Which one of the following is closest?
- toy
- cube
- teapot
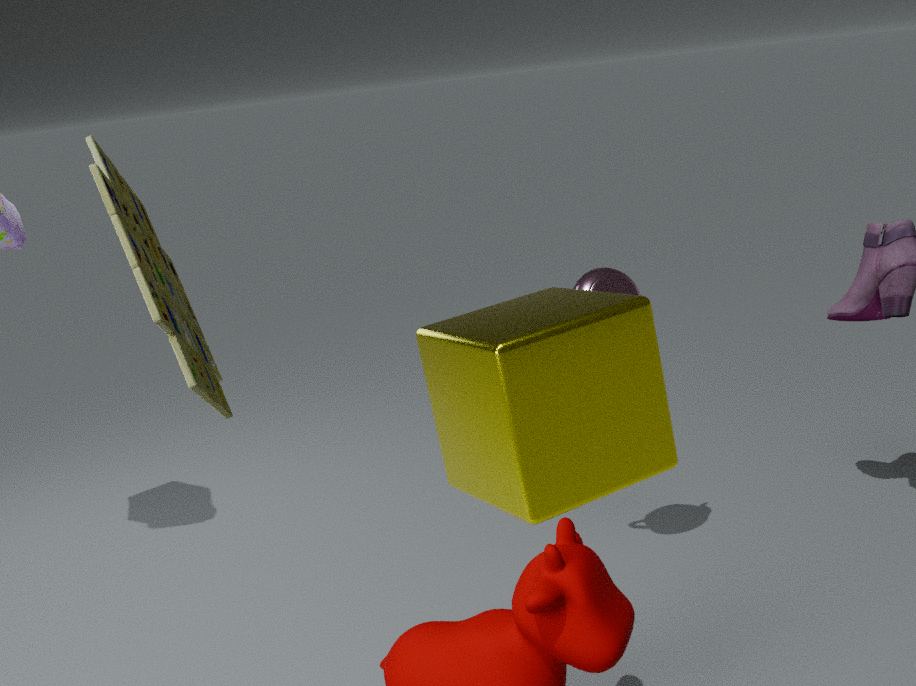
toy
